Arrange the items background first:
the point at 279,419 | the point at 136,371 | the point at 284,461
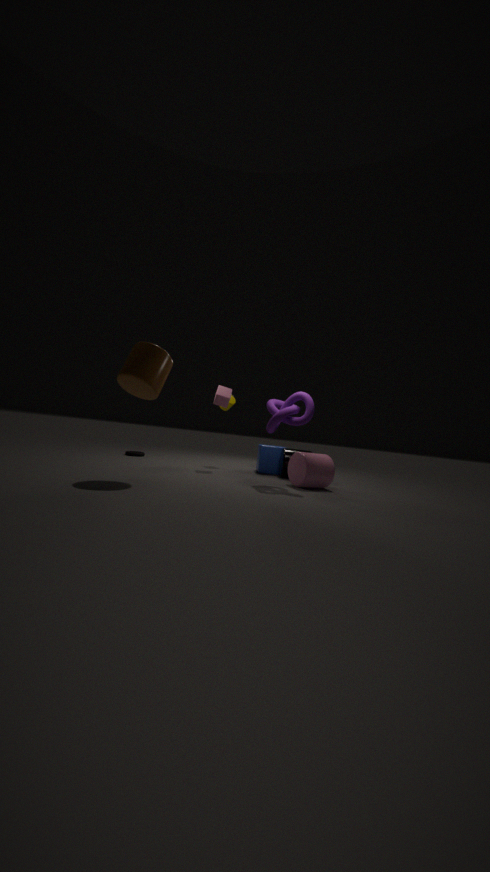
the point at 284,461
the point at 279,419
the point at 136,371
